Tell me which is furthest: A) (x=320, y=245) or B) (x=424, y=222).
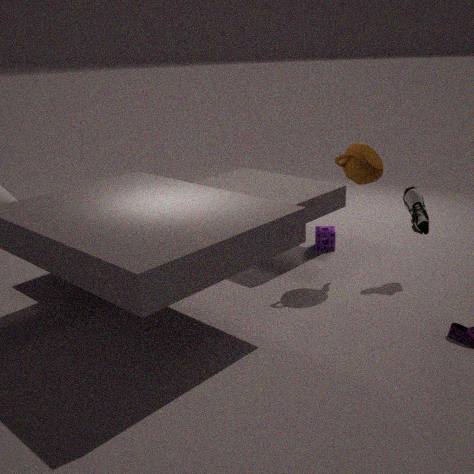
A. (x=320, y=245)
